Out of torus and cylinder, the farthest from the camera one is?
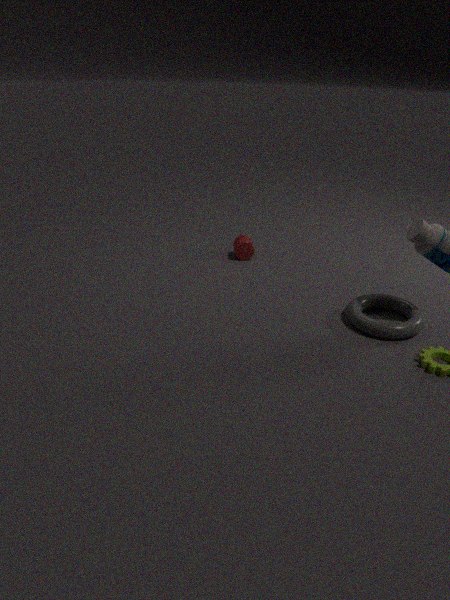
cylinder
